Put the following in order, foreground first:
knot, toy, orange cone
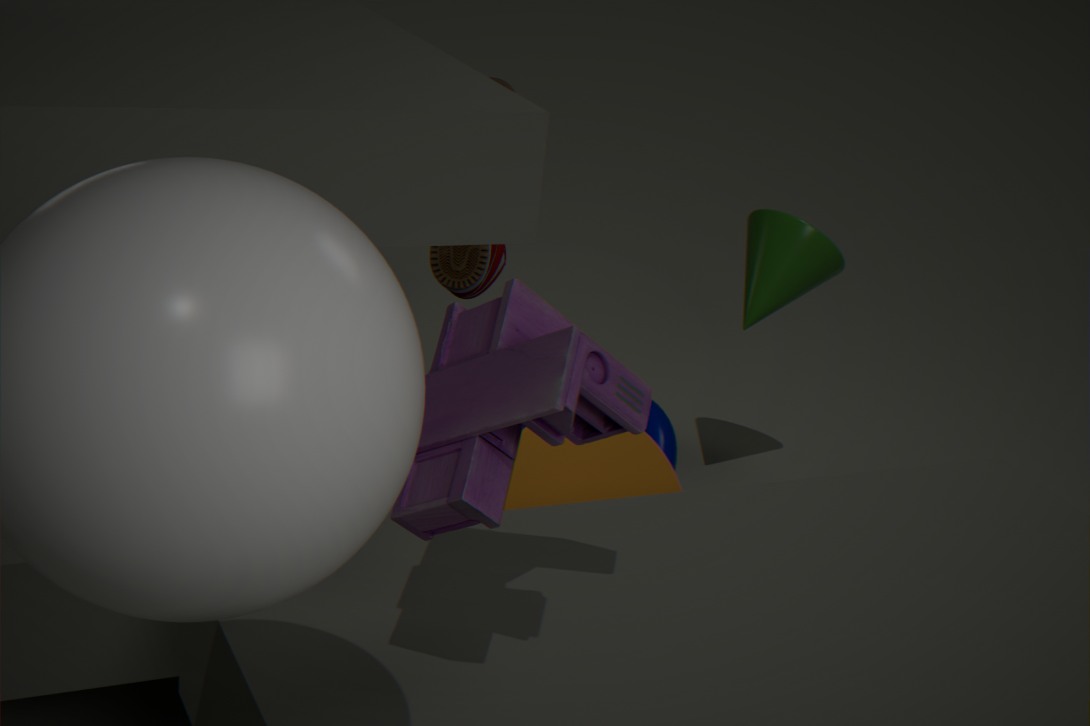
toy < orange cone < knot
